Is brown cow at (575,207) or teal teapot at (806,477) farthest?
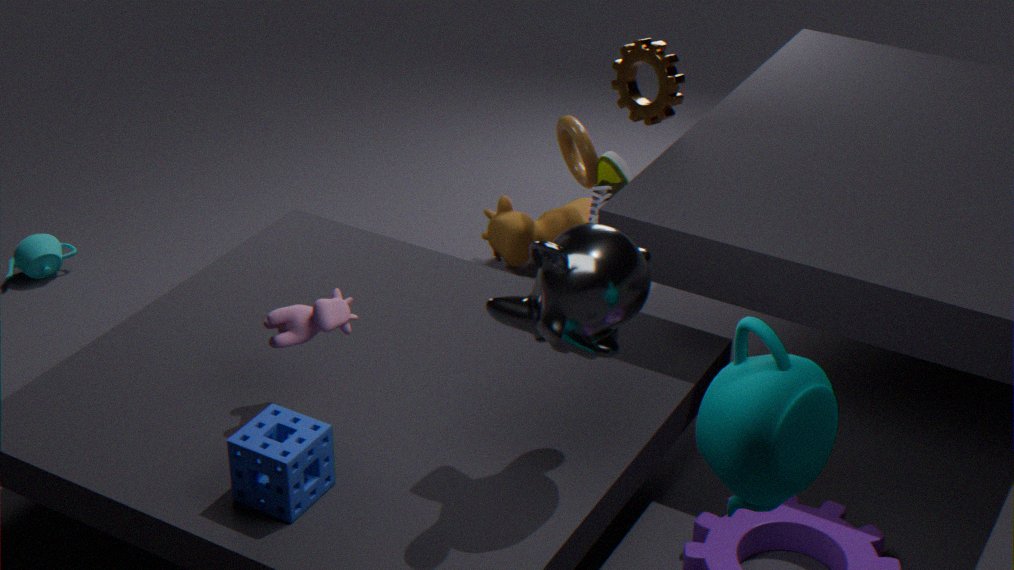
brown cow at (575,207)
